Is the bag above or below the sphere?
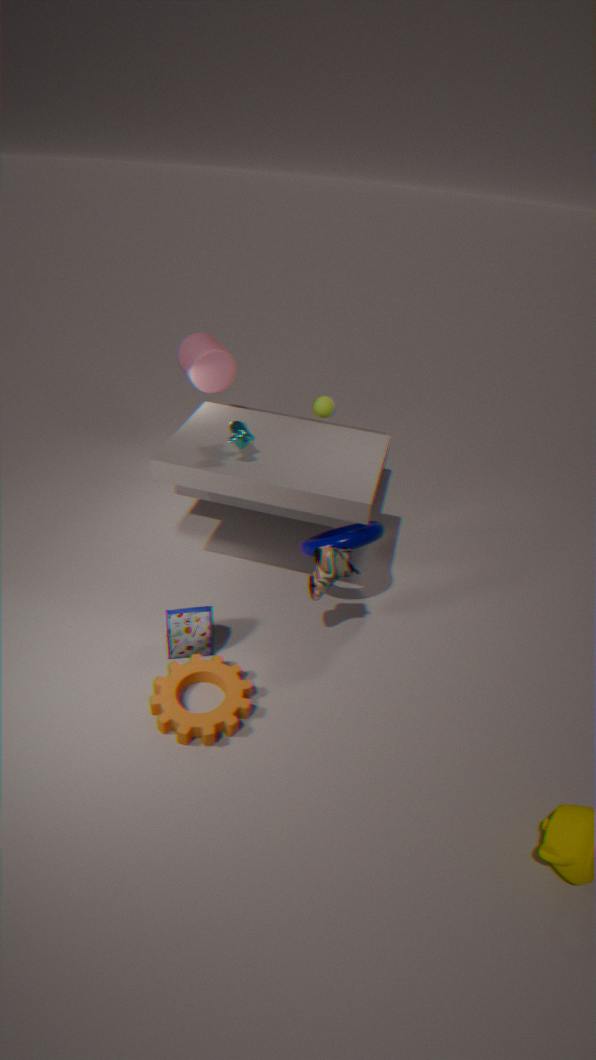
below
